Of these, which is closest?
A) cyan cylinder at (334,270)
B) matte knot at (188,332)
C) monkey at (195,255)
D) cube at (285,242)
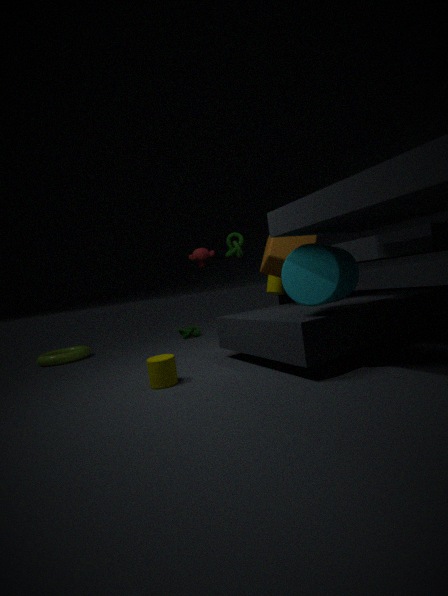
cyan cylinder at (334,270)
